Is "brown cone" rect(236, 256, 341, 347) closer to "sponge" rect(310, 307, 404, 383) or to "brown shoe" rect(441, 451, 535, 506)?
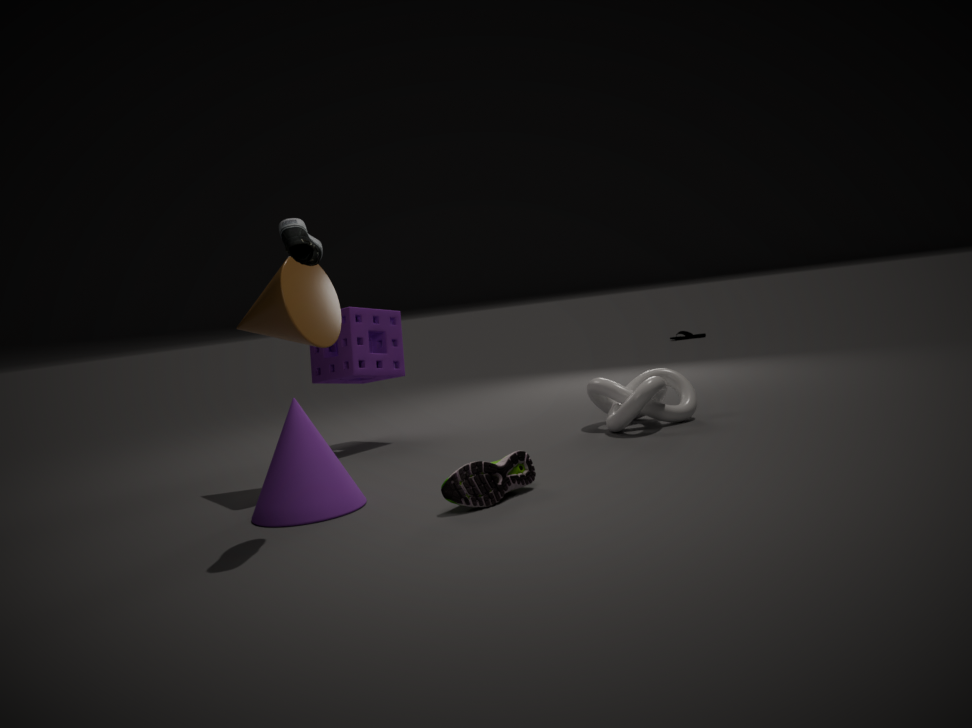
"sponge" rect(310, 307, 404, 383)
